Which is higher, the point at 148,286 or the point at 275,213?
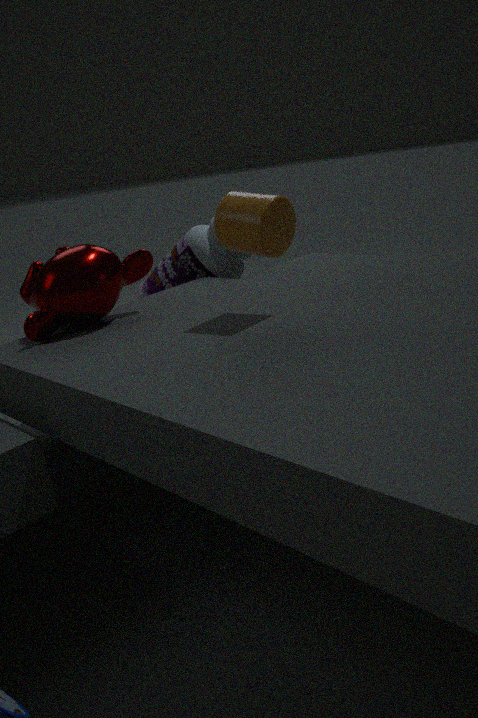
the point at 275,213
